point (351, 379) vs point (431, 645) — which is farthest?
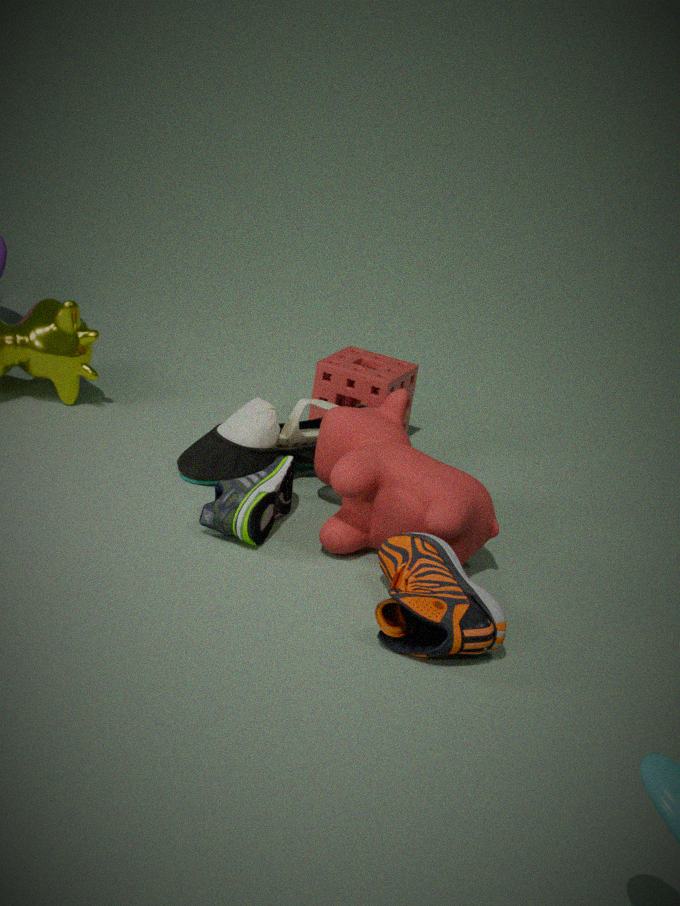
point (351, 379)
